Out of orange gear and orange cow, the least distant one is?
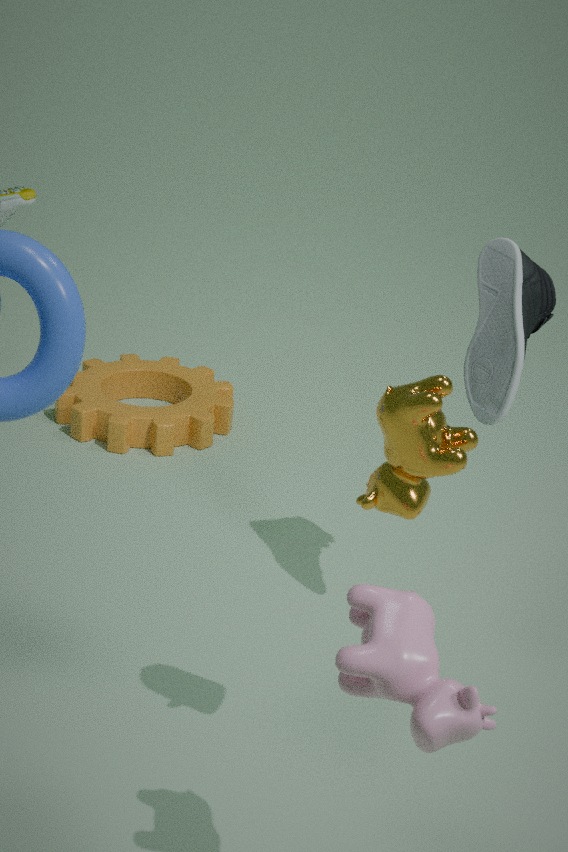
orange cow
